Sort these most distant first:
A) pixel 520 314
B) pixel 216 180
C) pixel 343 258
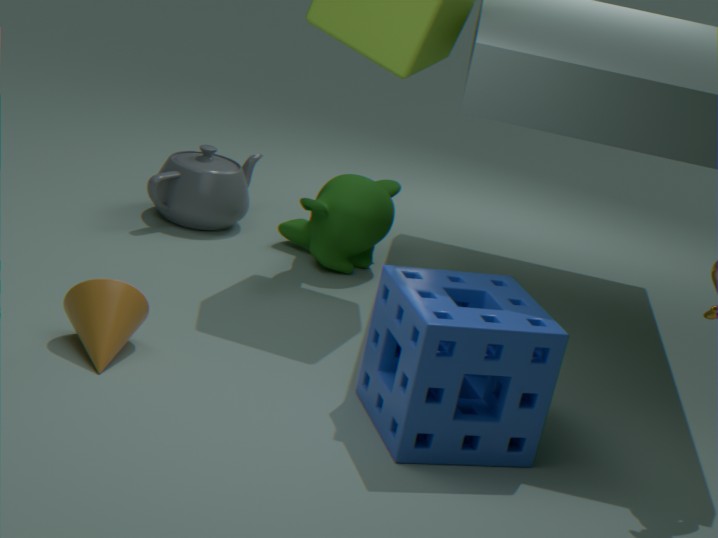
pixel 216 180 → pixel 343 258 → pixel 520 314
